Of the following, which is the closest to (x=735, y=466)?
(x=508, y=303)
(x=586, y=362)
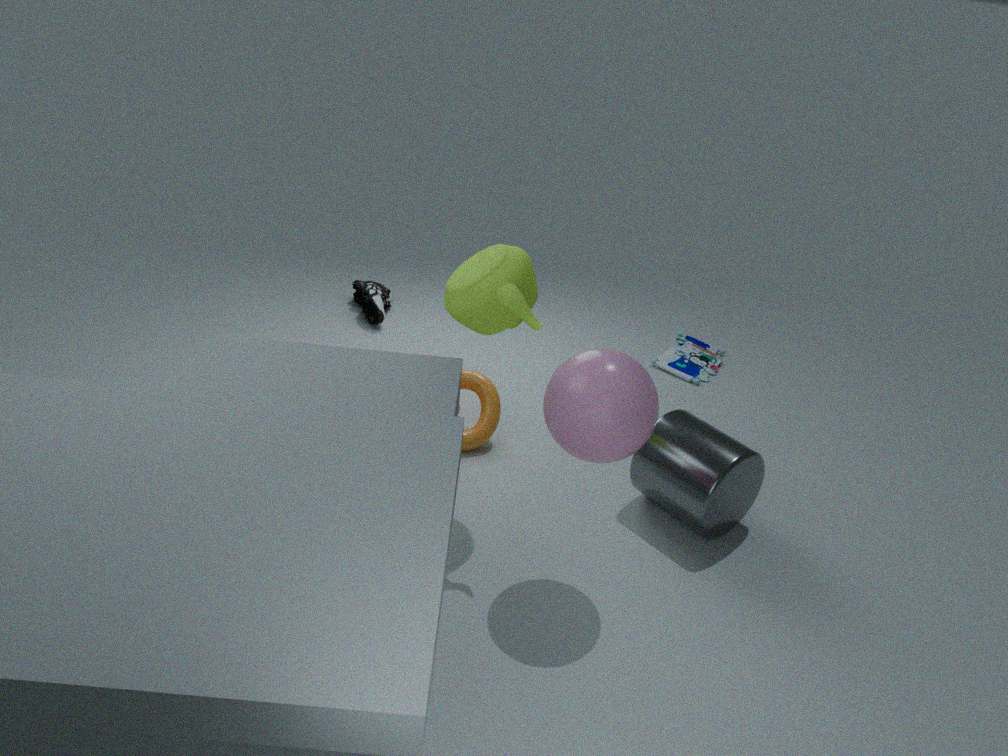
(x=586, y=362)
